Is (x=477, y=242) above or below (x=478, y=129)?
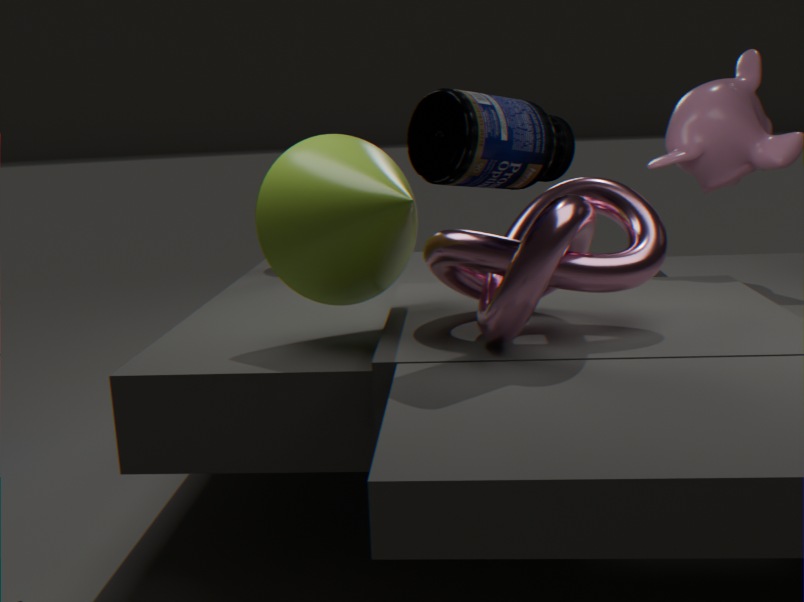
below
